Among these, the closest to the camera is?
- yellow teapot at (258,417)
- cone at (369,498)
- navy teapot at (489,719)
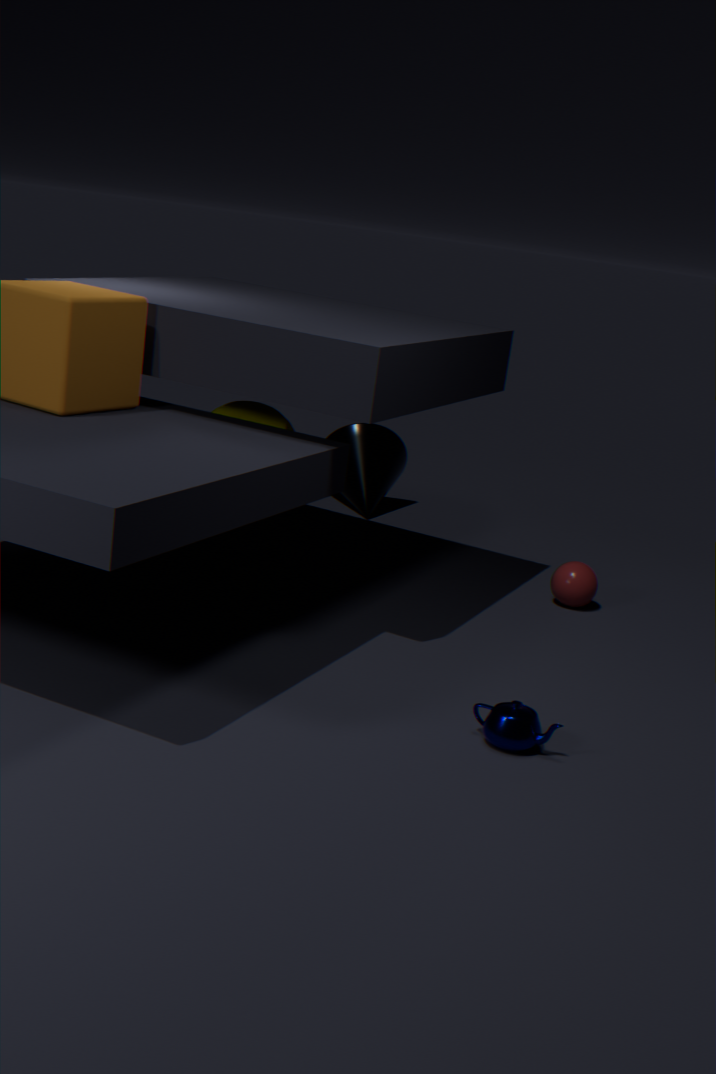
navy teapot at (489,719)
